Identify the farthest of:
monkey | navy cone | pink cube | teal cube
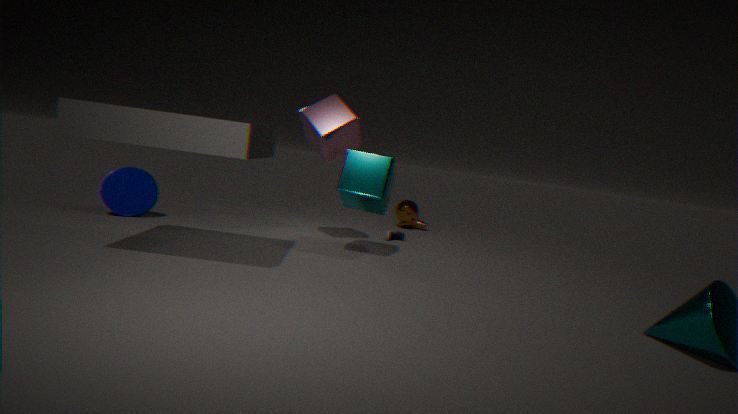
monkey
